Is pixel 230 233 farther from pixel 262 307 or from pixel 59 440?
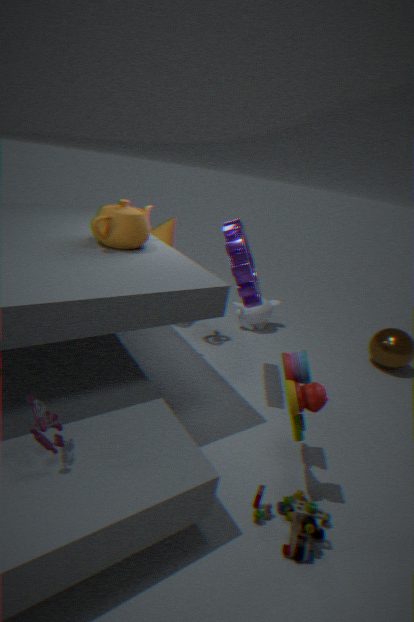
pixel 59 440
